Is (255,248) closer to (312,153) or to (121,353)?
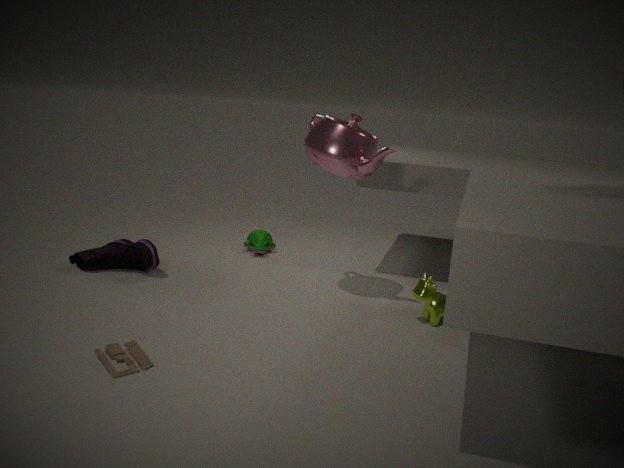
(312,153)
